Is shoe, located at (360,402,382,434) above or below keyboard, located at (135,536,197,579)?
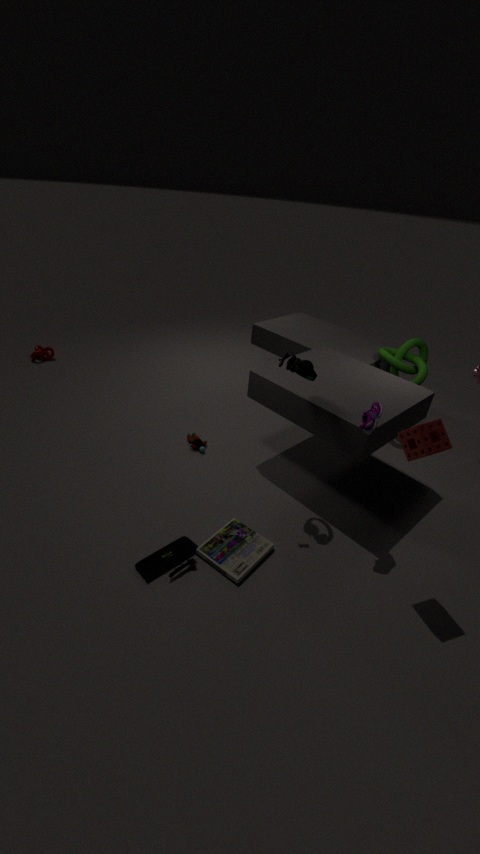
above
